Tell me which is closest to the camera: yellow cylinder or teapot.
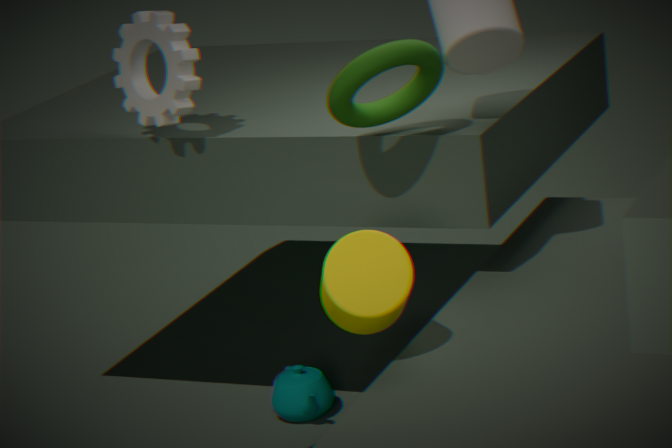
yellow cylinder
